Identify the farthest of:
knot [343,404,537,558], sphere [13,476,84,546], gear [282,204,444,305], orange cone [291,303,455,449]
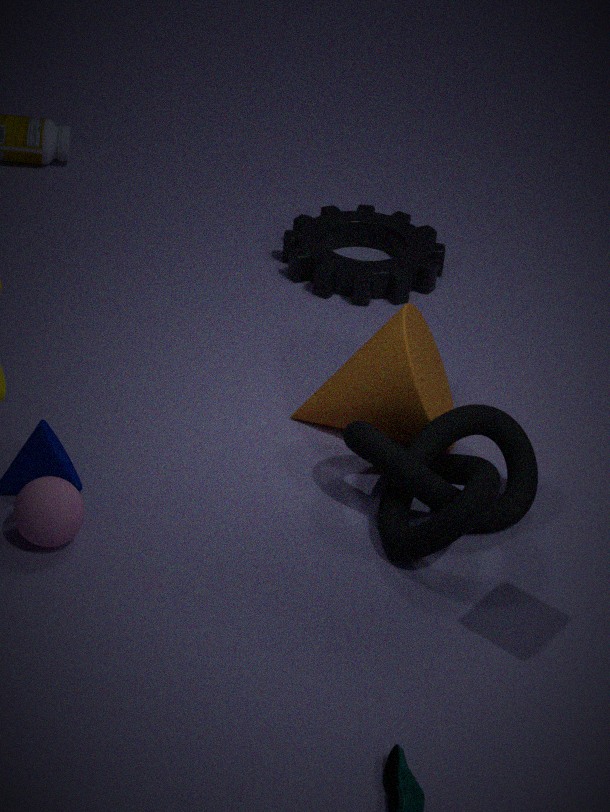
gear [282,204,444,305]
